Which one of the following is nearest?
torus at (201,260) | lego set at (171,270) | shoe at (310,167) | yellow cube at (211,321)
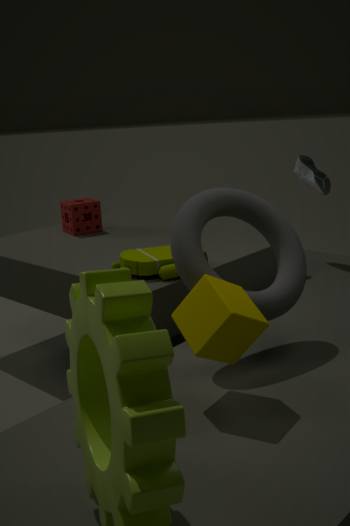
yellow cube at (211,321)
